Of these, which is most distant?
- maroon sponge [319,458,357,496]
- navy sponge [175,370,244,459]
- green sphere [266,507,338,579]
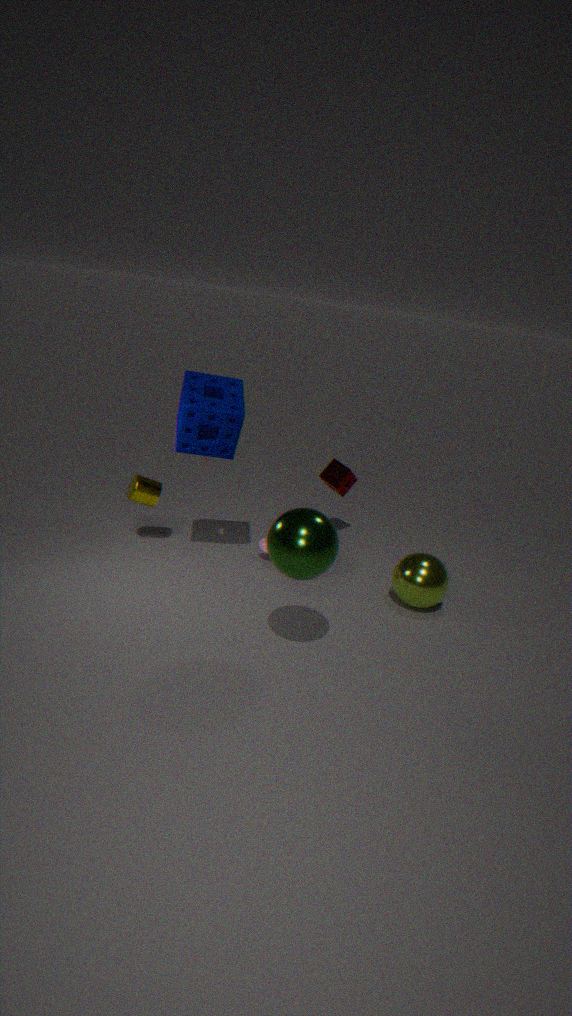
maroon sponge [319,458,357,496]
